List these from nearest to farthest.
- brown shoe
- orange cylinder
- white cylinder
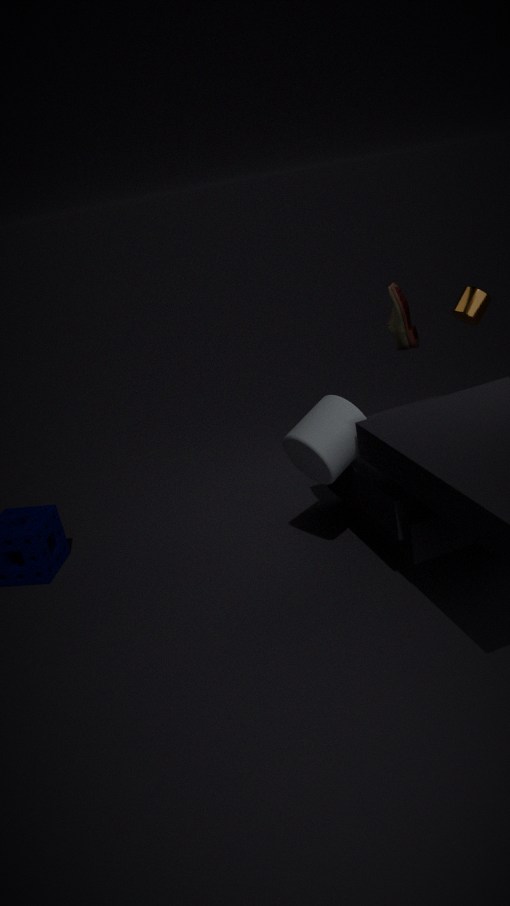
white cylinder, orange cylinder, brown shoe
